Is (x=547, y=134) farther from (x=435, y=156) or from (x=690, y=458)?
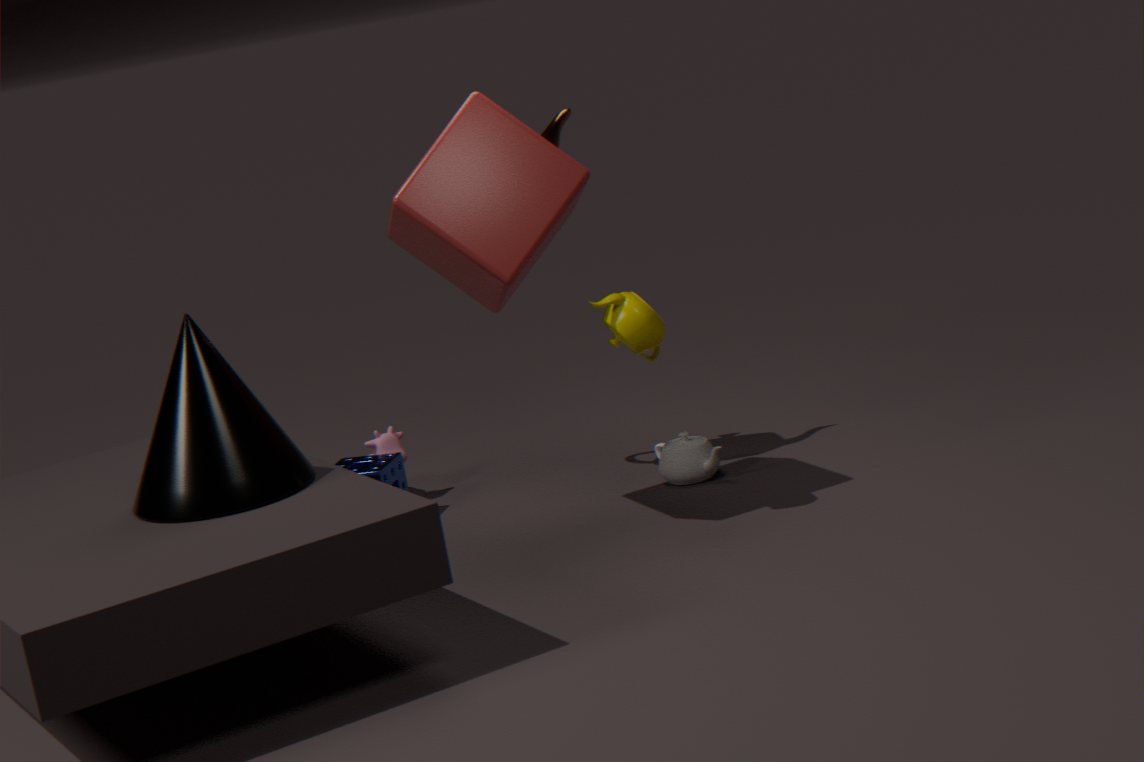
(x=690, y=458)
